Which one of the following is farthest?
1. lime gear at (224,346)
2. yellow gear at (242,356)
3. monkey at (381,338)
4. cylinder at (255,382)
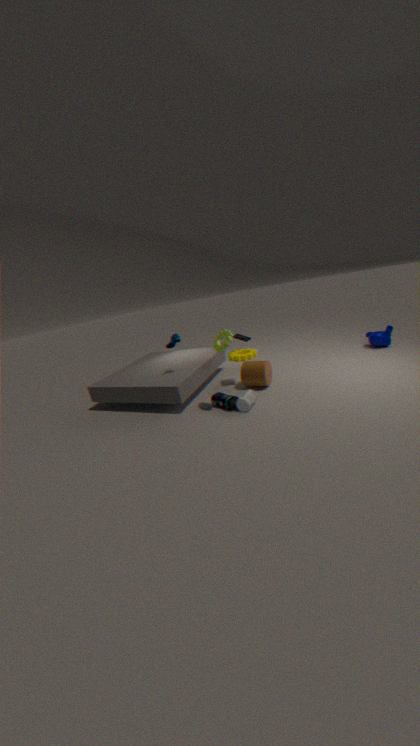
yellow gear at (242,356)
